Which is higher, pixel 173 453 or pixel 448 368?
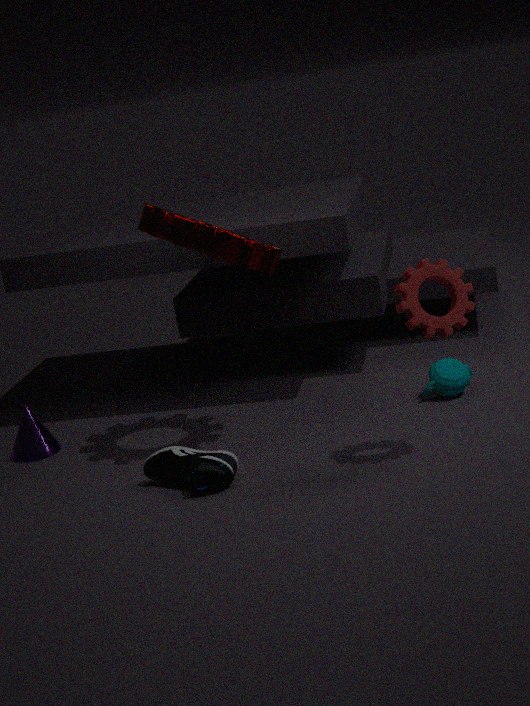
pixel 448 368
